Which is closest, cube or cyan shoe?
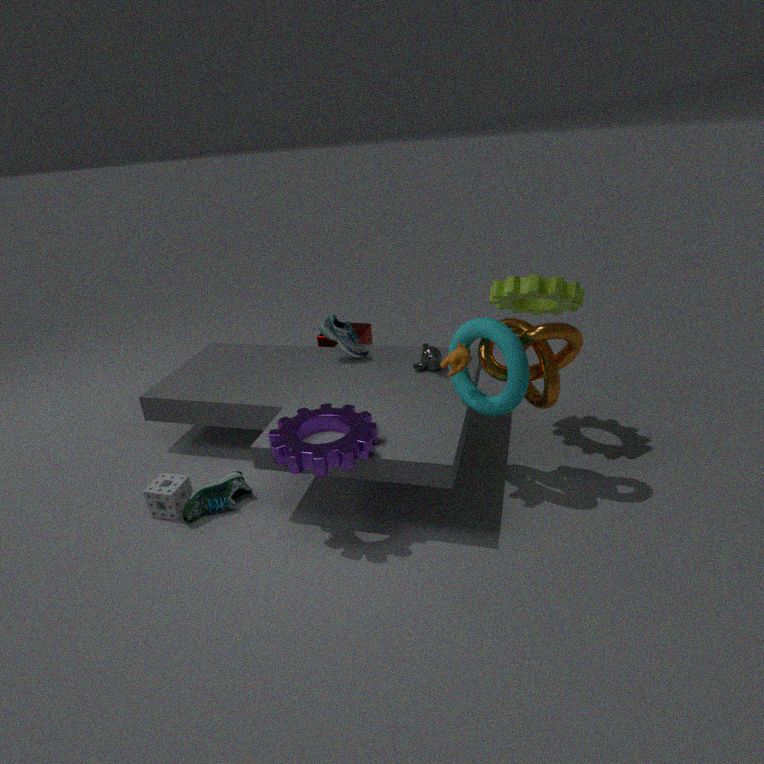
cyan shoe
